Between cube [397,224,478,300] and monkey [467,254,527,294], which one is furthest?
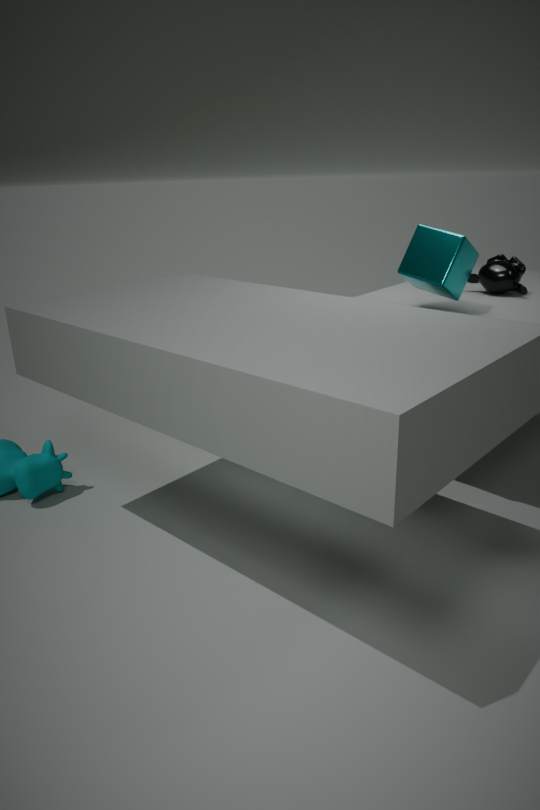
monkey [467,254,527,294]
